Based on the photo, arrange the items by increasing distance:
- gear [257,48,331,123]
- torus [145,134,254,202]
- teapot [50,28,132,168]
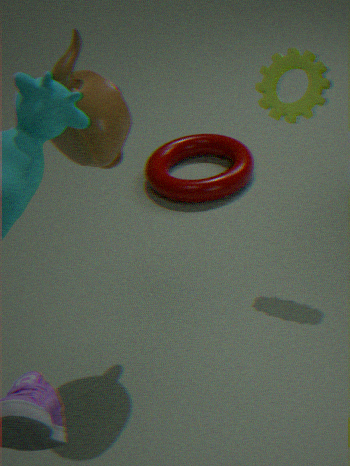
teapot [50,28,132,168], gear [257,48,331,123], torus [145,134,254,202]
